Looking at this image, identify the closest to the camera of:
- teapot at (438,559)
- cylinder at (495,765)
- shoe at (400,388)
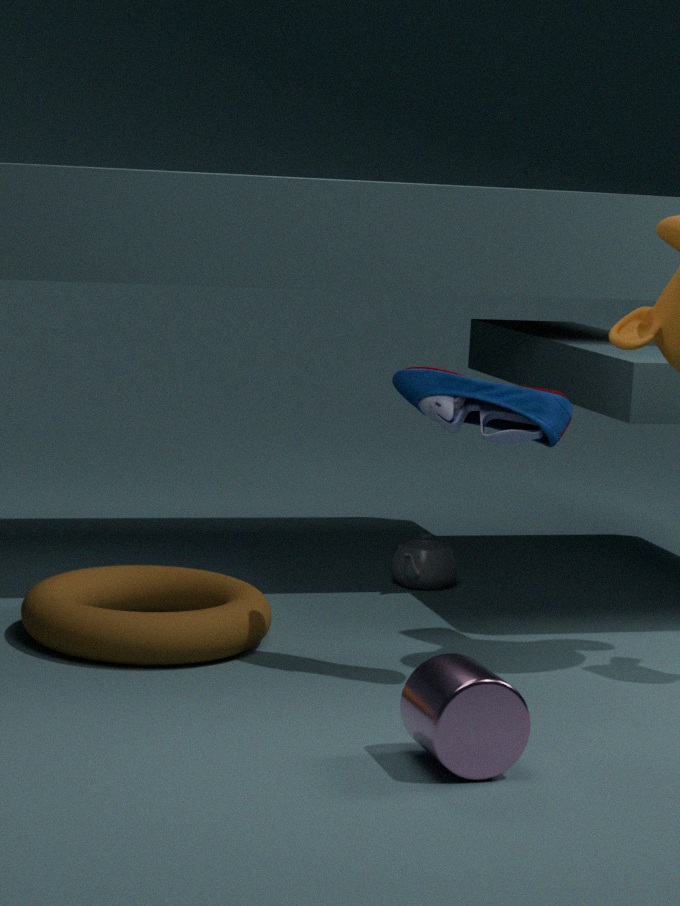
cylinder at (495,765)
